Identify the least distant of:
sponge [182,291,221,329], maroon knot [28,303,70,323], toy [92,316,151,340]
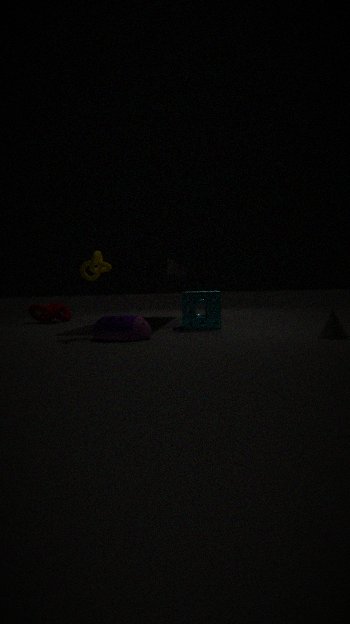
toy [92,316,151,340]
